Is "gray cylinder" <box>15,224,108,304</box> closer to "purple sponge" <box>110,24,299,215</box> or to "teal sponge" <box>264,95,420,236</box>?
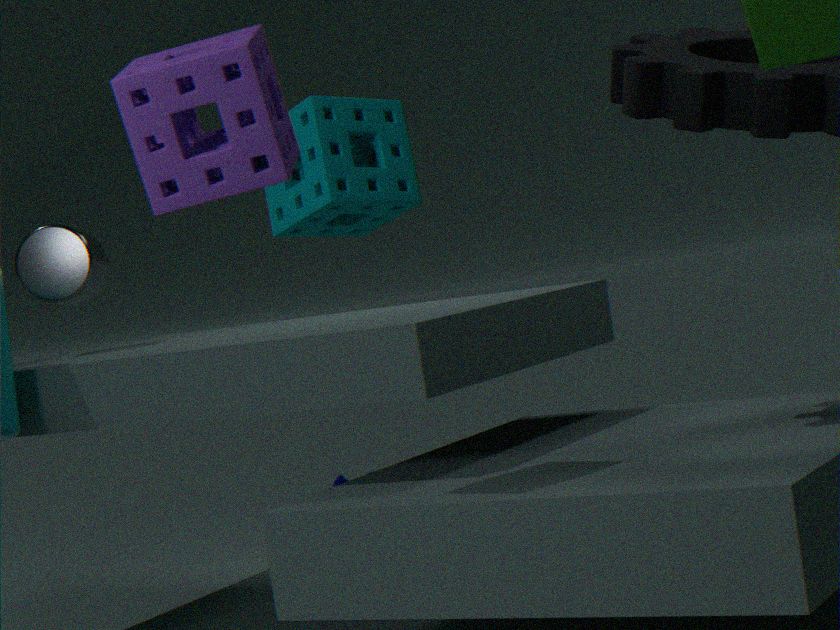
"teal sponge" <box>264,95,420,236</box>
